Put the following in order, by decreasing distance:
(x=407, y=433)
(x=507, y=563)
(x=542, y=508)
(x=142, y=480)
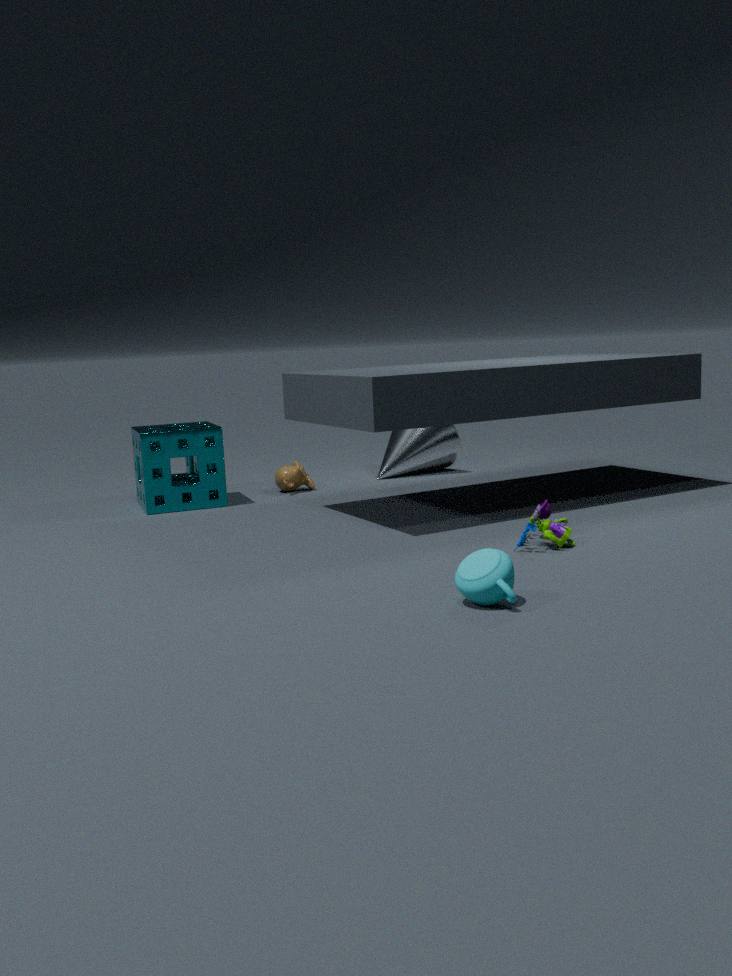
(x=407, y=433), (x=142, y=480), (x=542, y=508), (x=507, y=563)
